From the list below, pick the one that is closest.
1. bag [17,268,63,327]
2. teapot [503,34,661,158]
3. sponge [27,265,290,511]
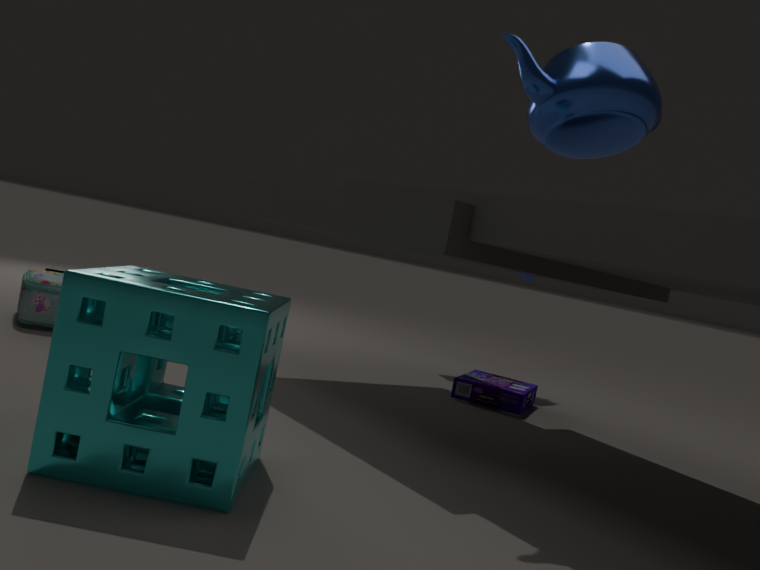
sponge [27,265,290,511]
